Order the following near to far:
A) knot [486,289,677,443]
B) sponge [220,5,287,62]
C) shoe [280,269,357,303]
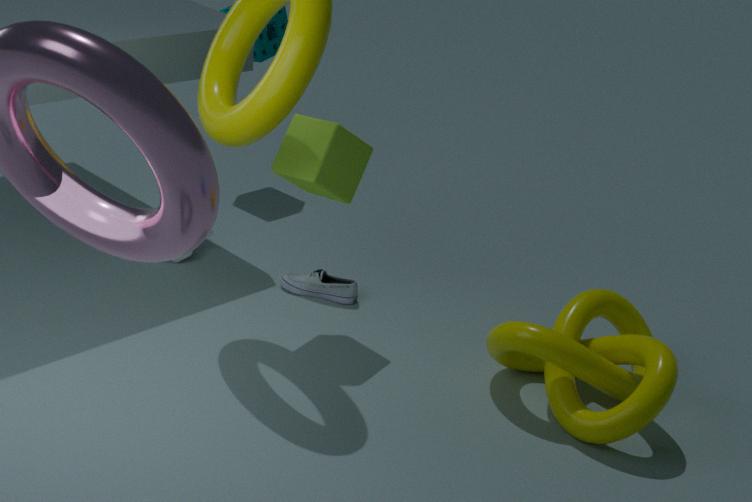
knot [486,289,677,443] → shoe [280,269,357,303] → sponge [220,5,287,62]
